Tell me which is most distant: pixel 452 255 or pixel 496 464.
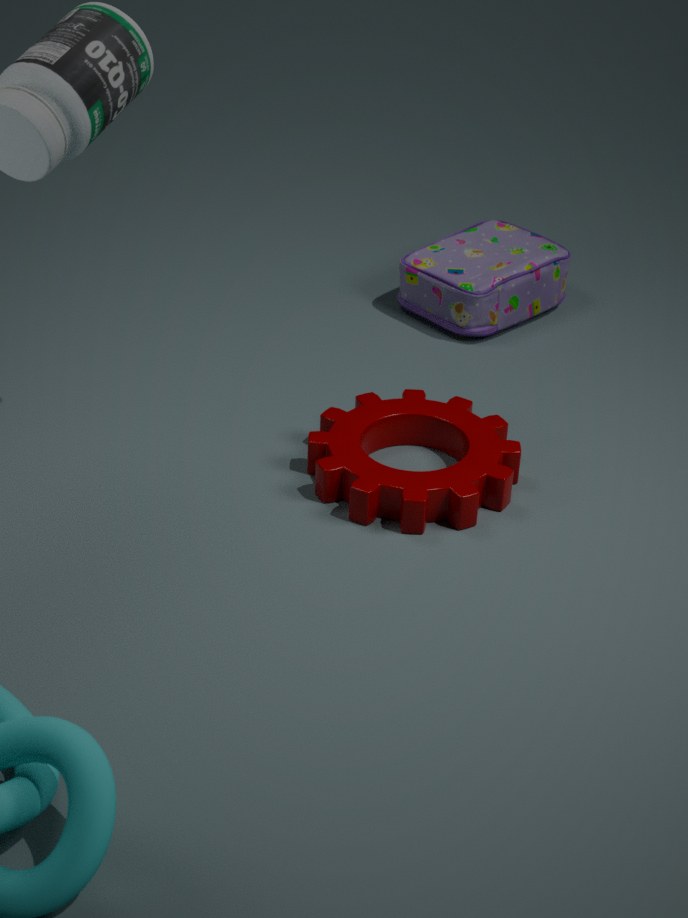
pixel 452 255
